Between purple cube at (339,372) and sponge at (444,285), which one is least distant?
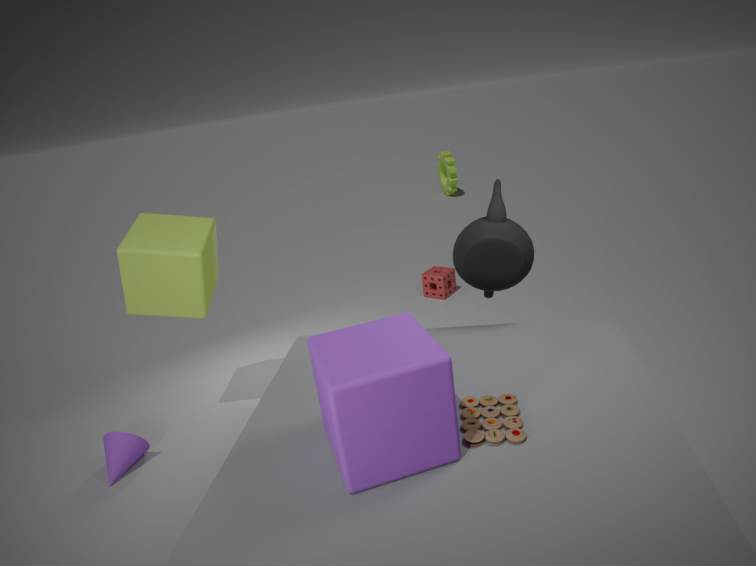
purple cube at (339,372)
